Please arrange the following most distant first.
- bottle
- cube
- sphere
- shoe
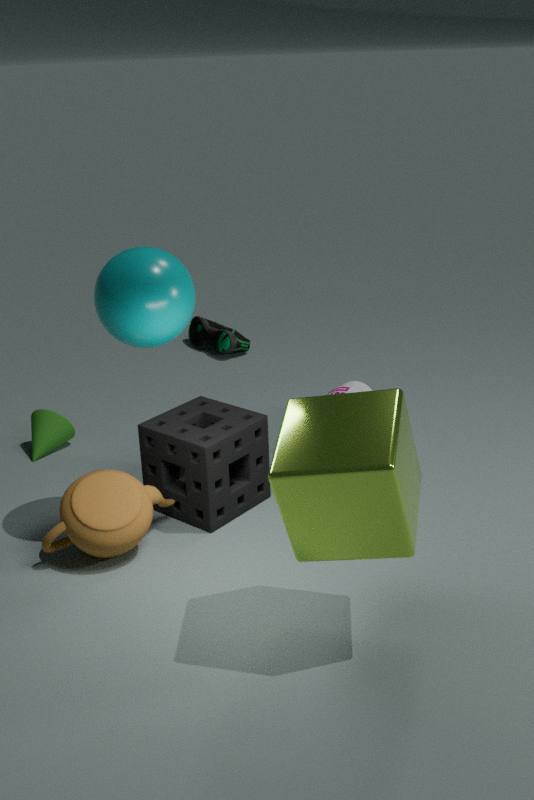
shoe < bottle < sphere < cube
